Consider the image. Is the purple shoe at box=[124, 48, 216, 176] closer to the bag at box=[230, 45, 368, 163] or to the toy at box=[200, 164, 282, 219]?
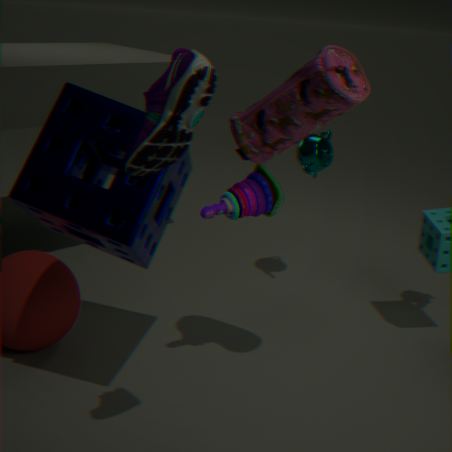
the bag at box=[230, 45, 368, 163]
